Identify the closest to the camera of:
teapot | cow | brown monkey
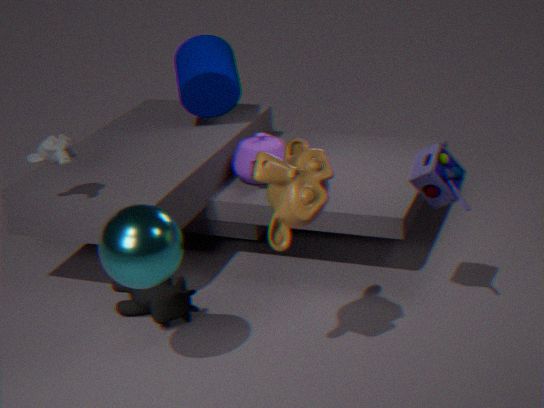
brown monkey
